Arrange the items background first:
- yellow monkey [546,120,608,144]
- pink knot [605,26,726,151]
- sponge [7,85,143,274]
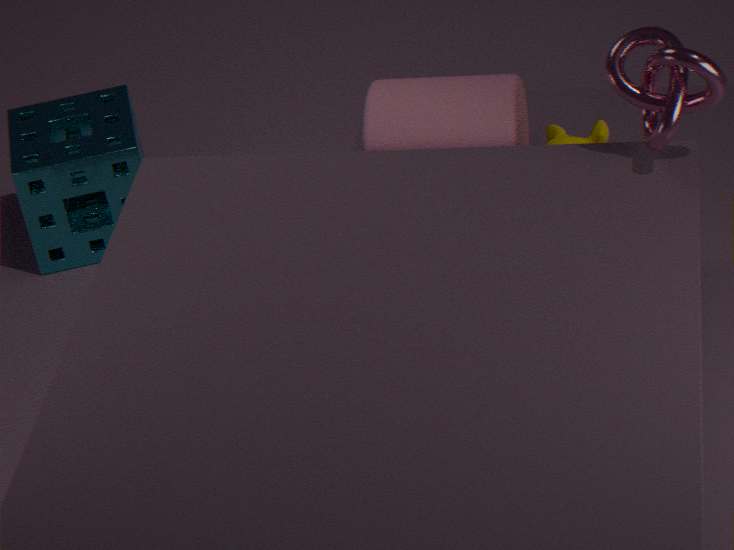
sponge [7,85,143,274]
yellow monkey [546,120,608,144]
pink knot [605,26,726,151]
